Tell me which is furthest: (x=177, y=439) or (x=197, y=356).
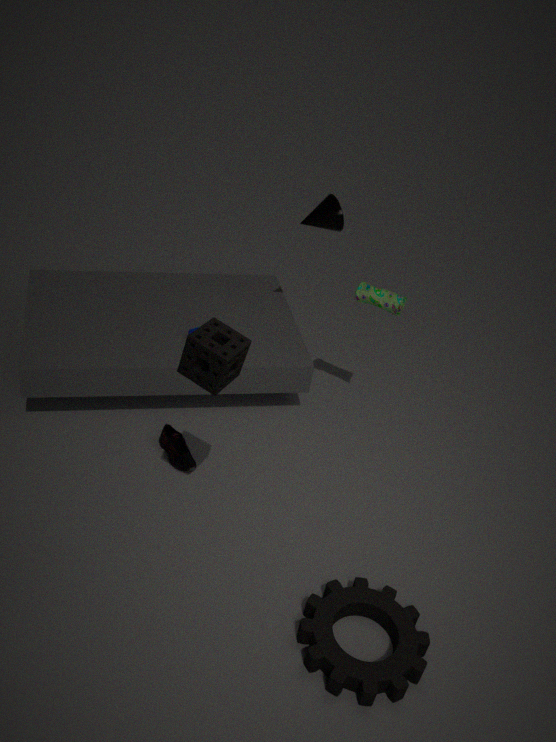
(x=177, y=439)
